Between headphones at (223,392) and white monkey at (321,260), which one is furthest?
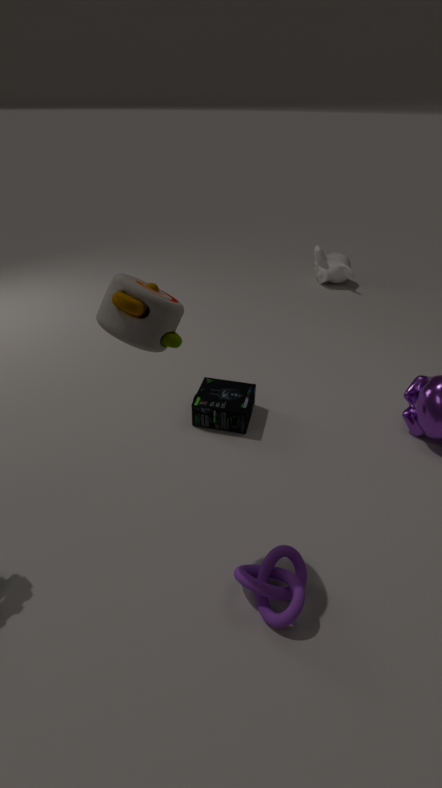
white monkey at (321,260)
